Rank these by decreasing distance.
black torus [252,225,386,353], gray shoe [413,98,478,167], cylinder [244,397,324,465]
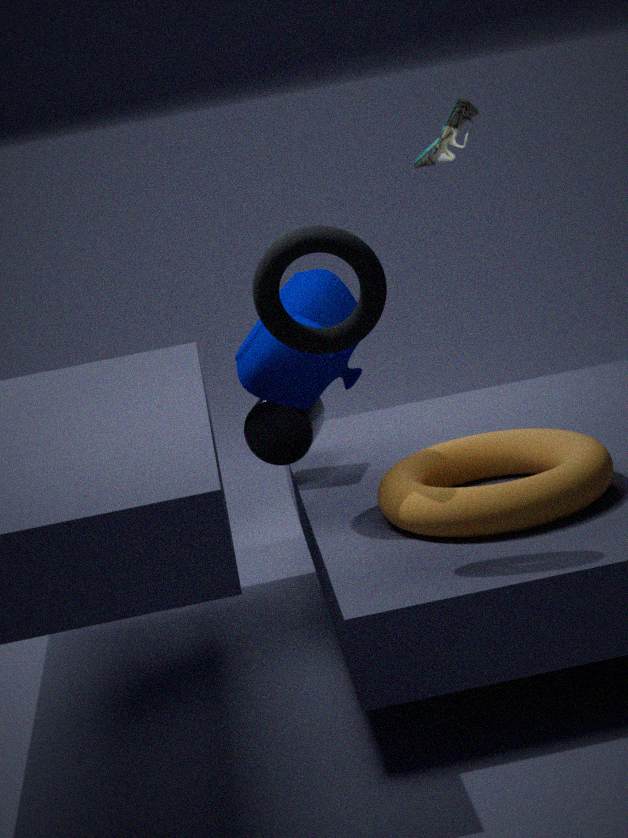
gray shoe [413,98,478,167]
cylinder [244,397,324,465]
black torus [252,225,386,353]
